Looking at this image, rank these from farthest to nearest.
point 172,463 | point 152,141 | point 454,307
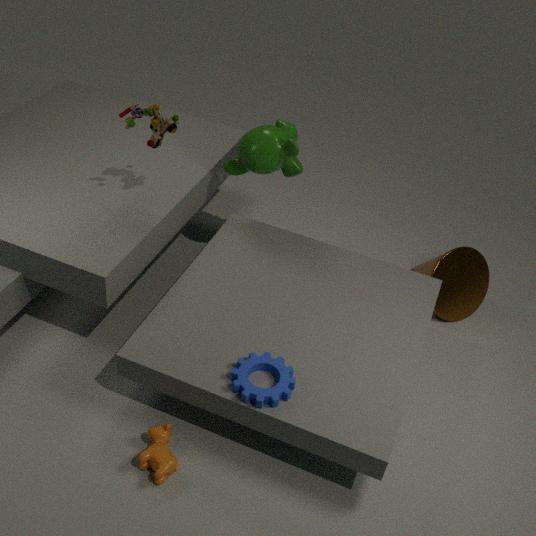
point 454,307 < point 152,141 < point 172,463
